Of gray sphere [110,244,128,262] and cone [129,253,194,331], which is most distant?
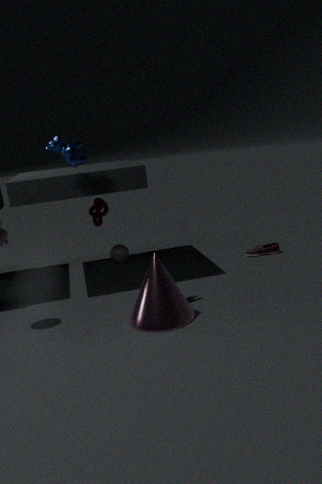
gray sphere [110,244,128,262]
